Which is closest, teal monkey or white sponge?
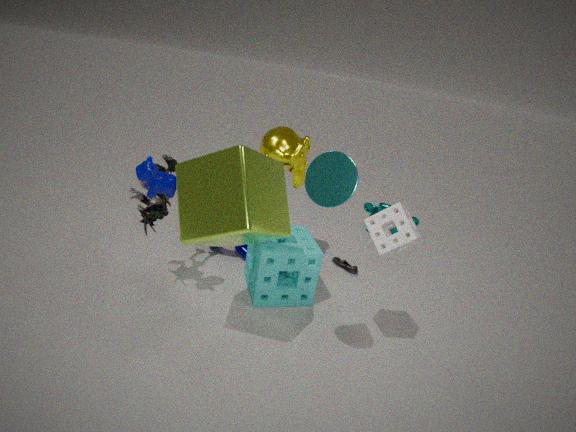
white sponge
